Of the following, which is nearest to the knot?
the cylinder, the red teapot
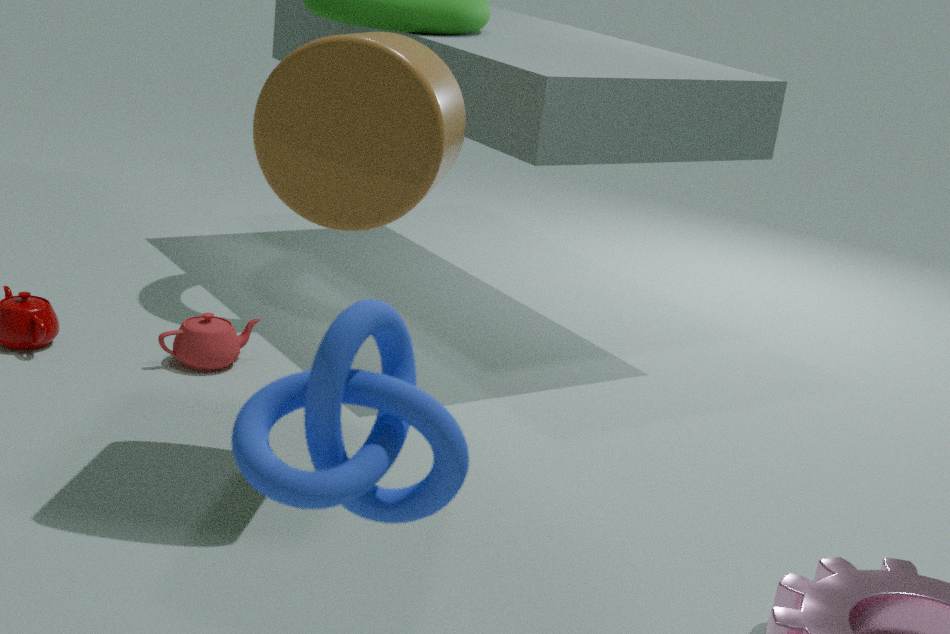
the cylinder
